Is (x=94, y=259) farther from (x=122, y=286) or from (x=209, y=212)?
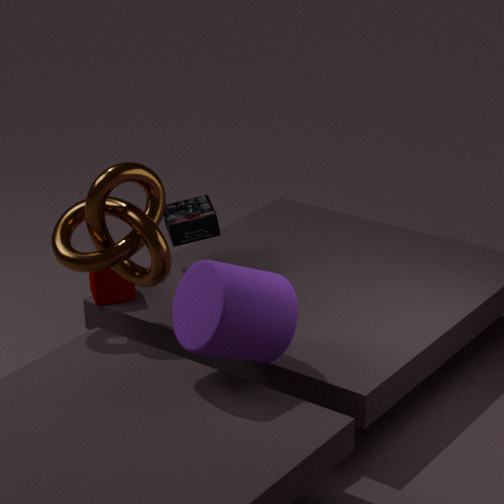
(x=209, y=212)
